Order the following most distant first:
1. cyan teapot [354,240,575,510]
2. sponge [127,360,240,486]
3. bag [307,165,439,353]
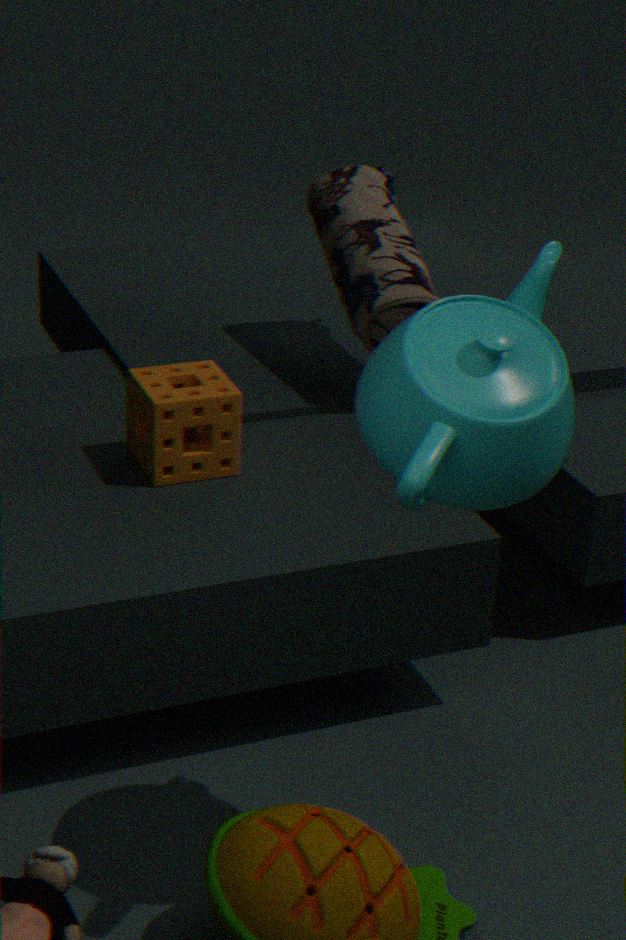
bag [307,165,439,353] < sponge [127,360,240,486] < cyan teapot [354,240,575,510]
